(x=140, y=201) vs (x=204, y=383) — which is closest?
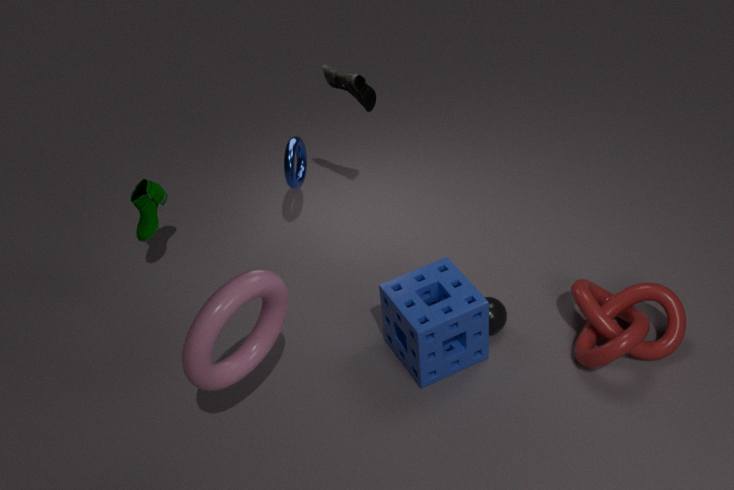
(x=204, y=383)
